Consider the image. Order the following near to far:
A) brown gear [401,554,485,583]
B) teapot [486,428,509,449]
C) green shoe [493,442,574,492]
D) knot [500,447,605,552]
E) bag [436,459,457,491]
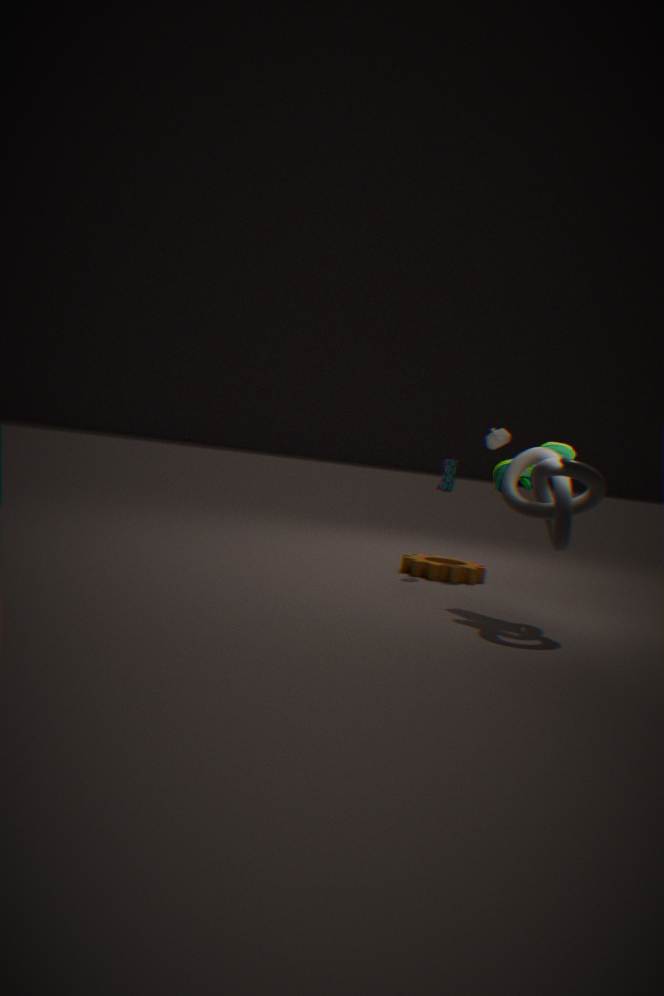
knot [500,447,605,552] < green shoe [493,442,574,492] < brown gear [401,554,485,583] < bag [436,459,457,491] < teapot [486,428,509,449]
